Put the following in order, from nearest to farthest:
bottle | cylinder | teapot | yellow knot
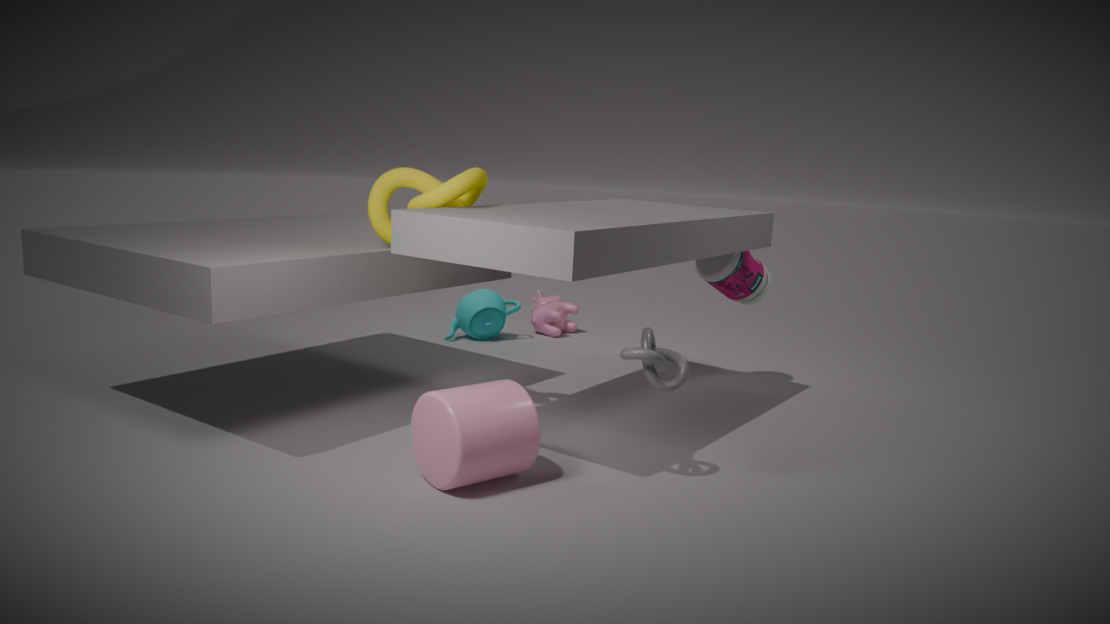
cylinder
yellow knot
bottle
teapot
